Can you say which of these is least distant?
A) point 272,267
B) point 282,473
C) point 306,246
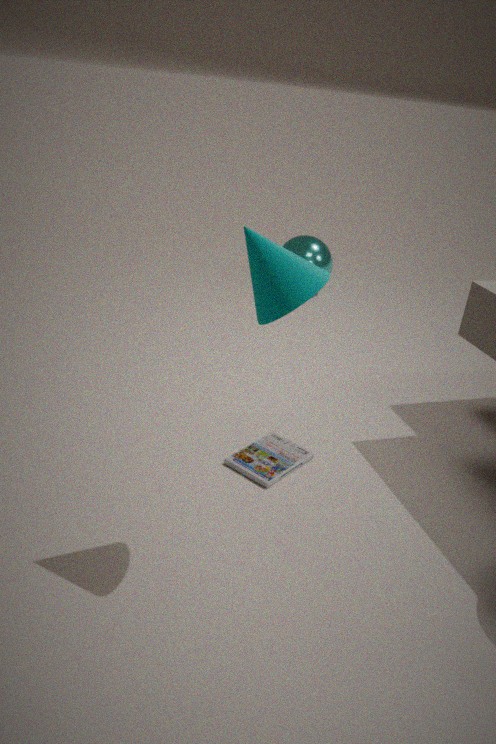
point 272,267
